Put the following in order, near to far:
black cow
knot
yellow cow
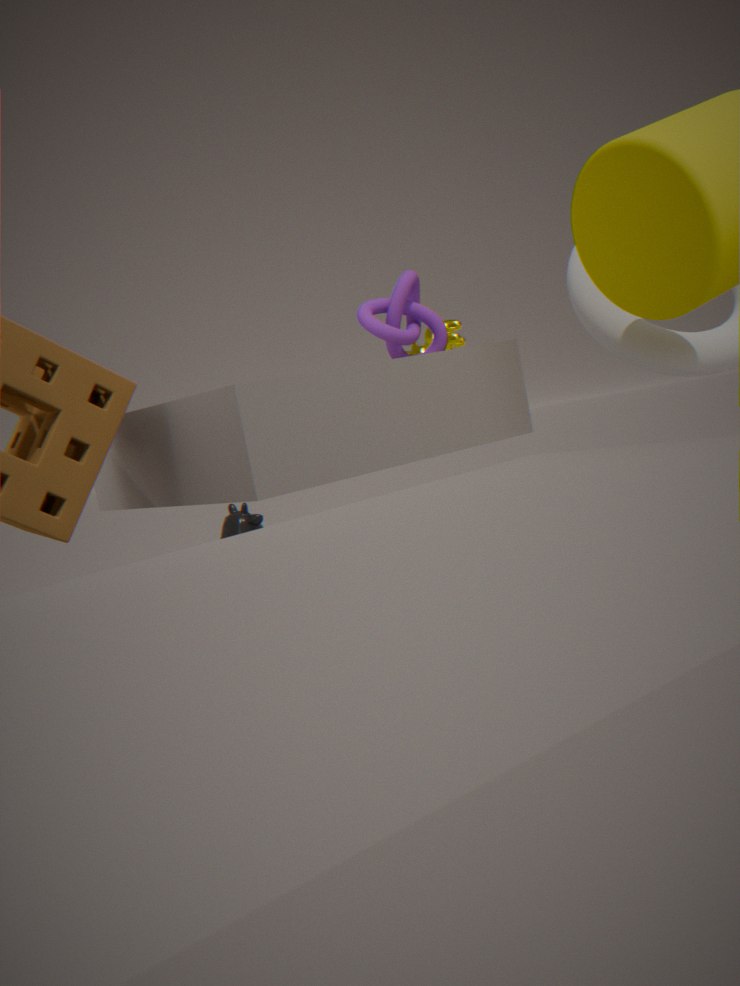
knot, yellow cow, black cow
